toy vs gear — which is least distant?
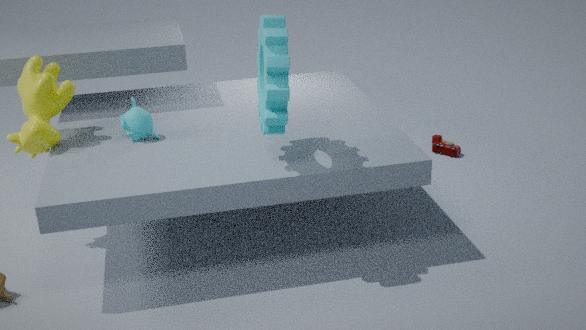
gear
